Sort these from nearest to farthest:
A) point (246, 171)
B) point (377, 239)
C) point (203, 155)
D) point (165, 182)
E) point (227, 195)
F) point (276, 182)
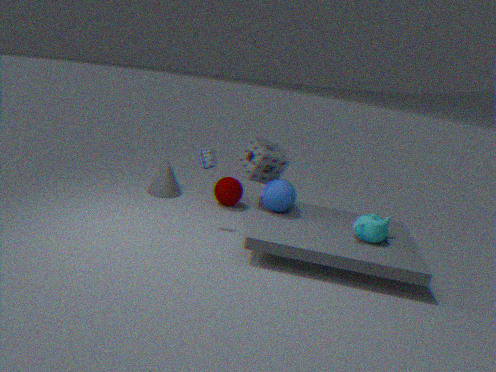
point (377, 239) < point (203, 155) < point (276, 182) < point (246, 171) < point (227, 195) < point (165, 182)
